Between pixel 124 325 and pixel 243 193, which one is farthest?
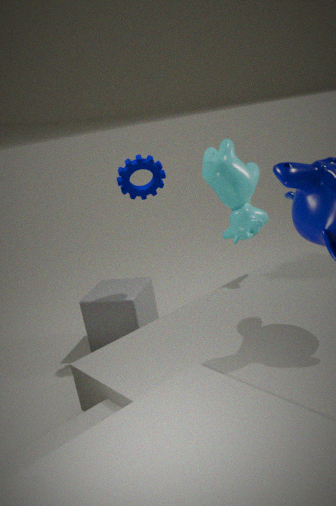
pixel 124 325
